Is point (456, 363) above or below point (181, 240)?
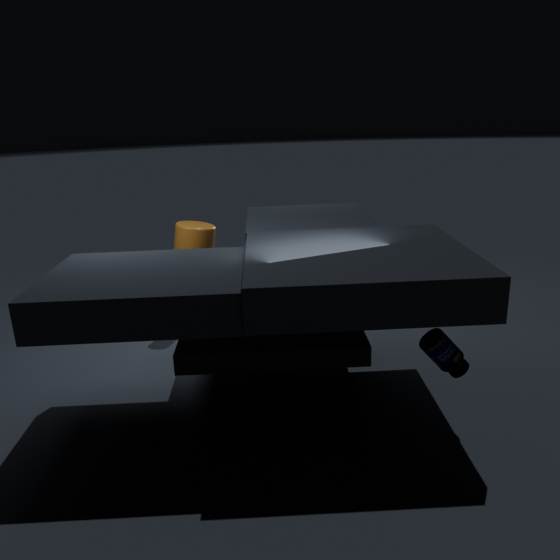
below
